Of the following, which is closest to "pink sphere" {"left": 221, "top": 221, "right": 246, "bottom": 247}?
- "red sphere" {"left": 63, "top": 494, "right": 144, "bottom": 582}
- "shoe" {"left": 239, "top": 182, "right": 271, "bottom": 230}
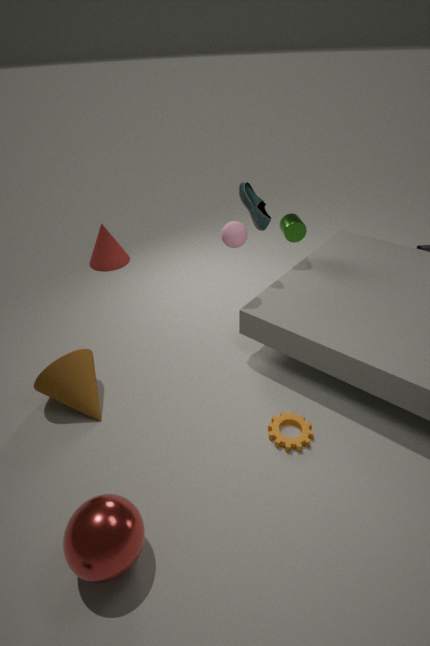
"shoe" {"left": 239, "top": 182, "right": 271, "bottom": 230}
